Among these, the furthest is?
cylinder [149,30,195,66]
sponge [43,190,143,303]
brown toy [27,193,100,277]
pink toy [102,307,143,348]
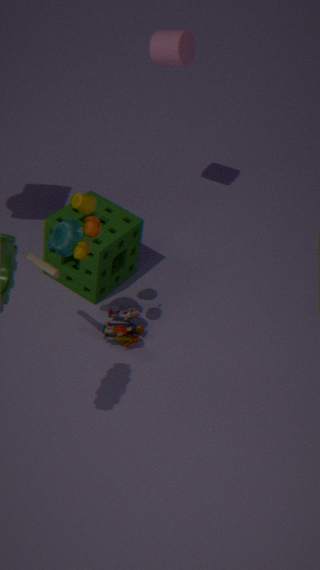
cylinder [149,30,195,66]
